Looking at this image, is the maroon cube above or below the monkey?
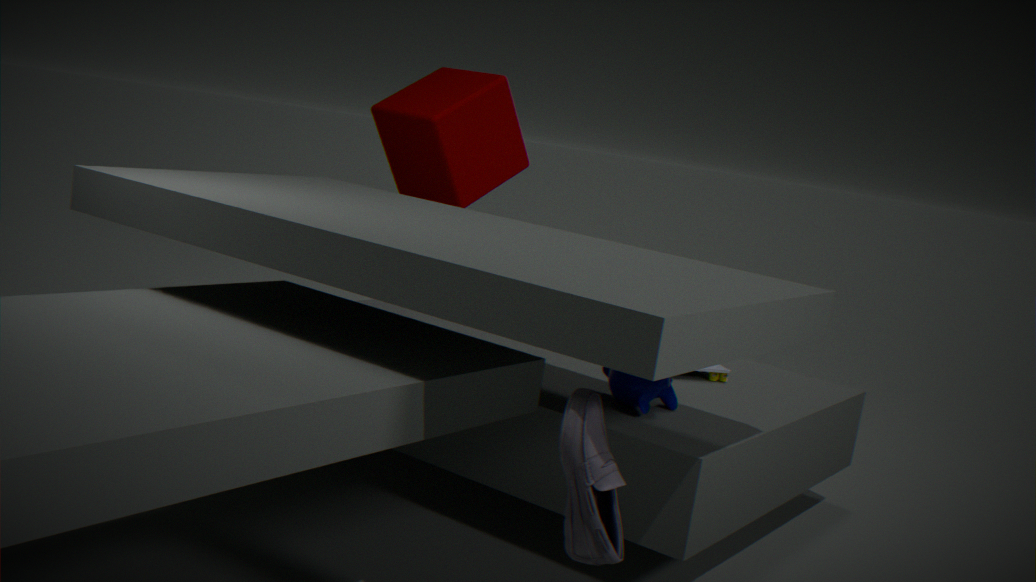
above
